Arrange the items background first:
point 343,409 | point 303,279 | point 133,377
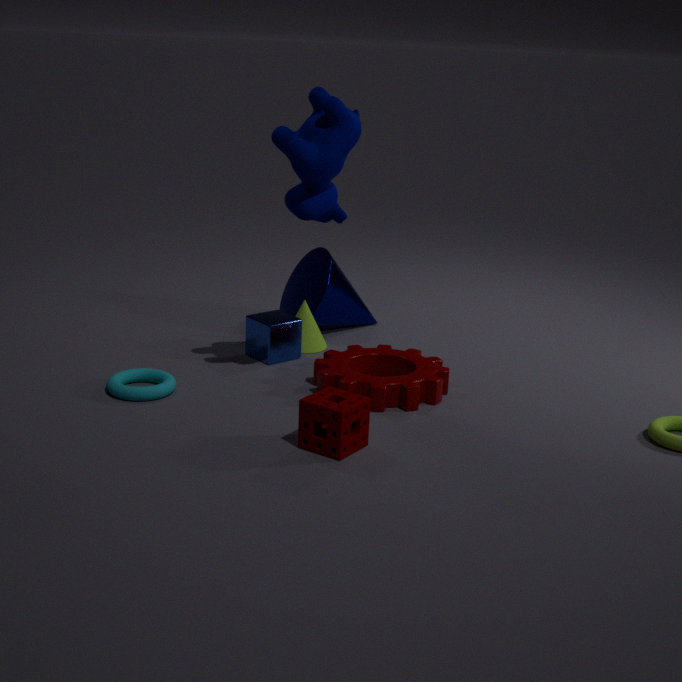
1. point 303,279
2. point 133,377
3. point 343,409
